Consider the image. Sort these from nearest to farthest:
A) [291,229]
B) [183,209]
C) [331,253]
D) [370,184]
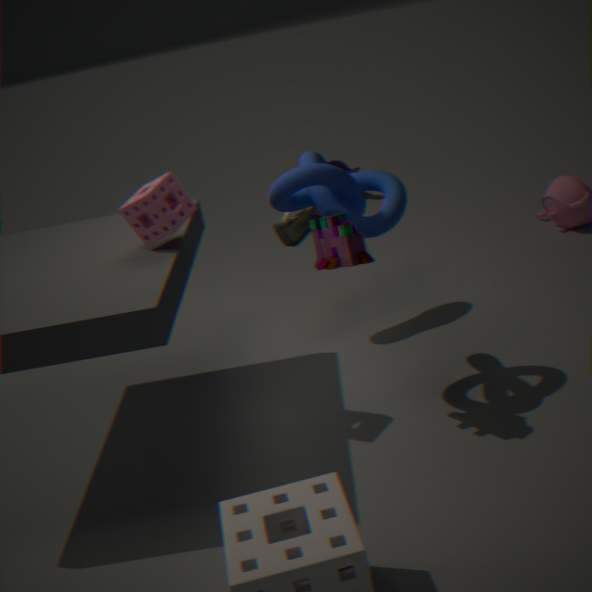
[331,253] < [183,209] < [370,184] < [291,229]
